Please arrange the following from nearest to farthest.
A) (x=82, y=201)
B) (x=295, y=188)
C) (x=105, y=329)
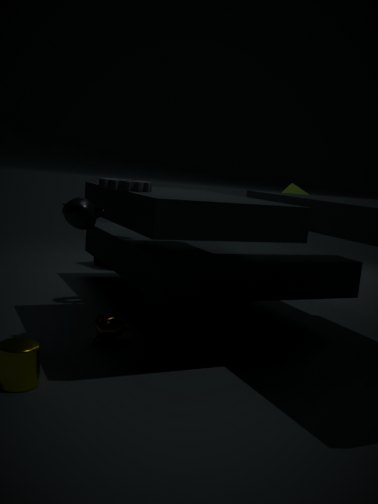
(x=82, y=201)
(x=105, y=329)
(x=295, y=188)
